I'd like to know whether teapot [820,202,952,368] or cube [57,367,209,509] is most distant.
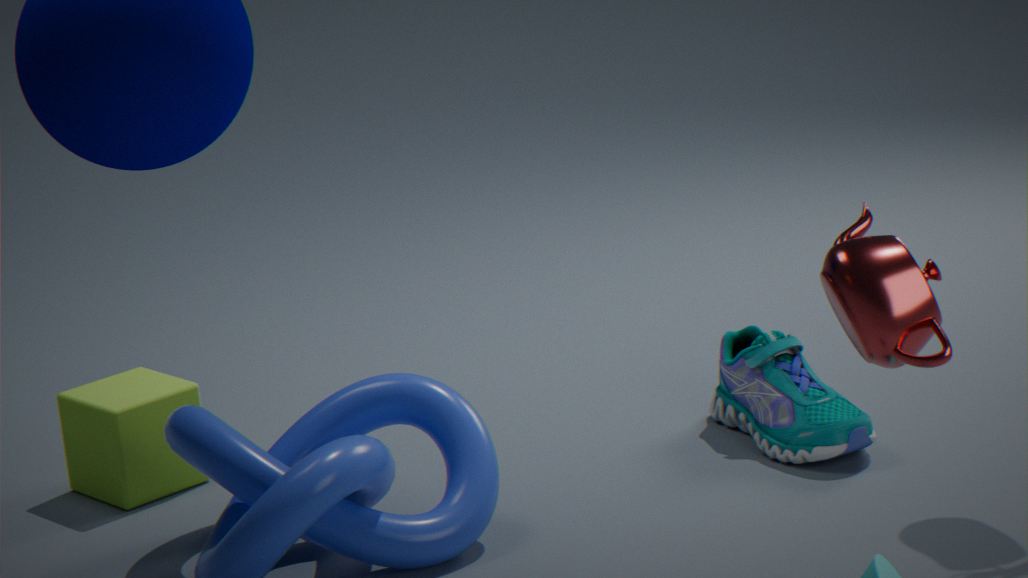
cube [57,367,209,509]
